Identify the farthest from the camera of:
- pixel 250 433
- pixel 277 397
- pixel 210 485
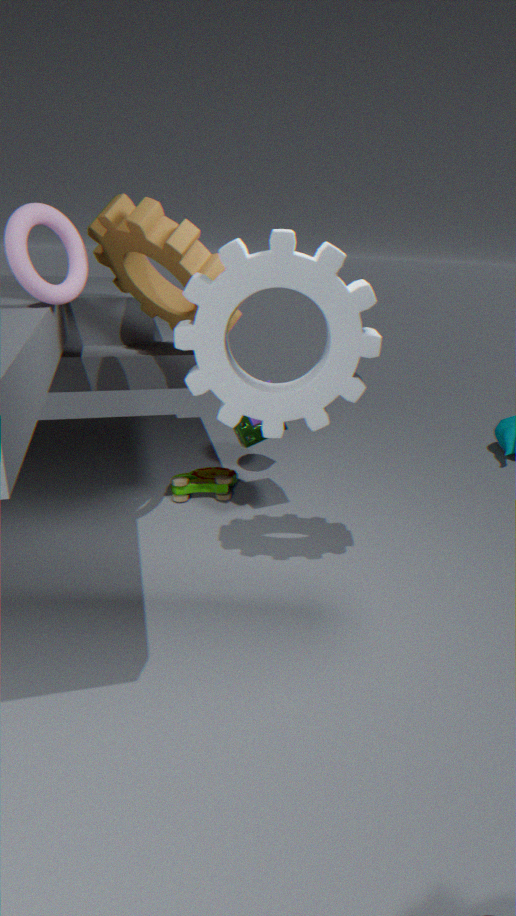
pixel 210 485
